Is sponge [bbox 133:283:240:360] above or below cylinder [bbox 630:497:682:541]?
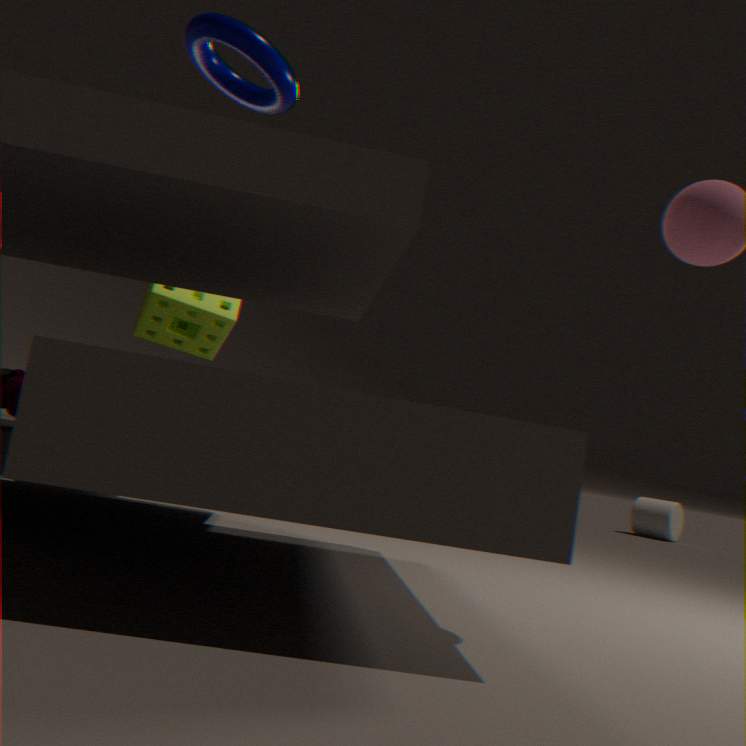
above
